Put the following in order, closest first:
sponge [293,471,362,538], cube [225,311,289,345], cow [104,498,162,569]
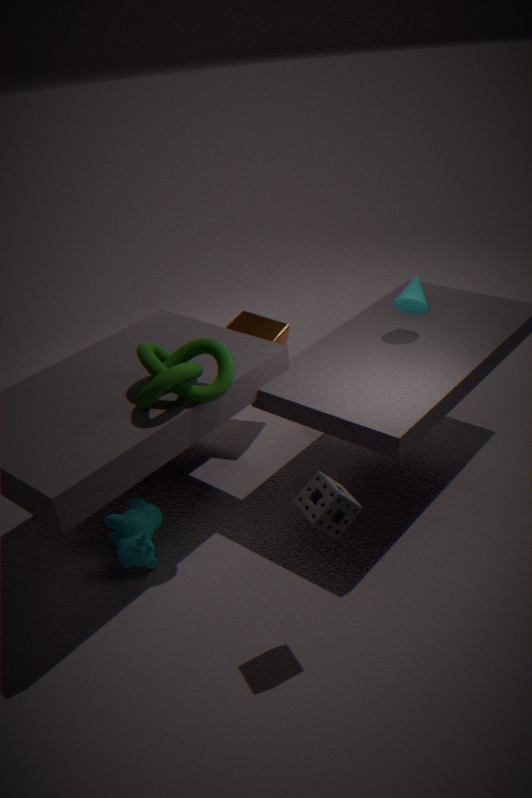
sponge [293,471,362,538]
cow [104,498,162,569]
cube [225,311,289,345]
